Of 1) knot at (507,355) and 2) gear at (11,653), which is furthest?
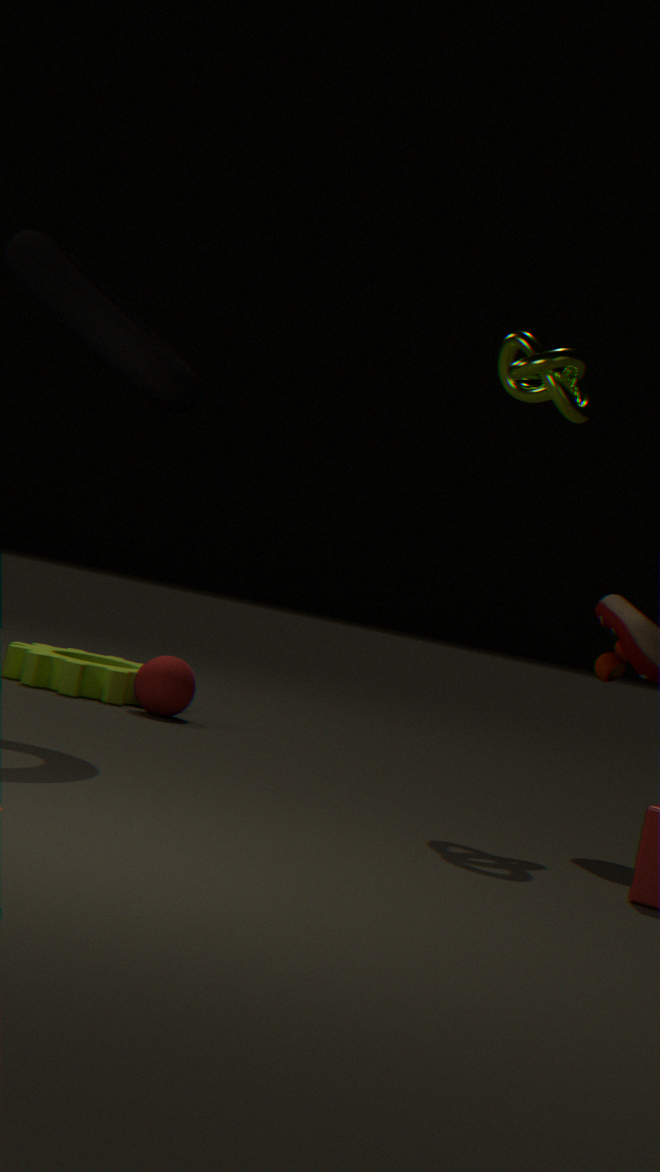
2. gear at (11,653)
